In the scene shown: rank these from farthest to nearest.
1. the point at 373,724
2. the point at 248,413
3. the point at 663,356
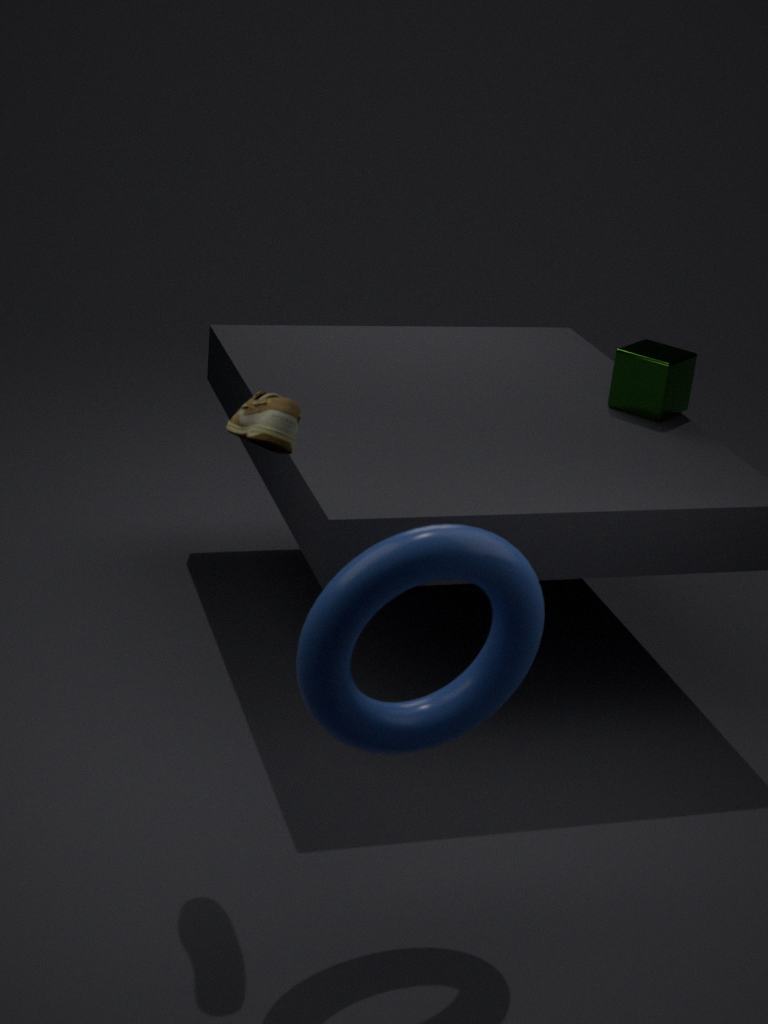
the point at 663,356 < the point at 248,413 < the point at 373,724
